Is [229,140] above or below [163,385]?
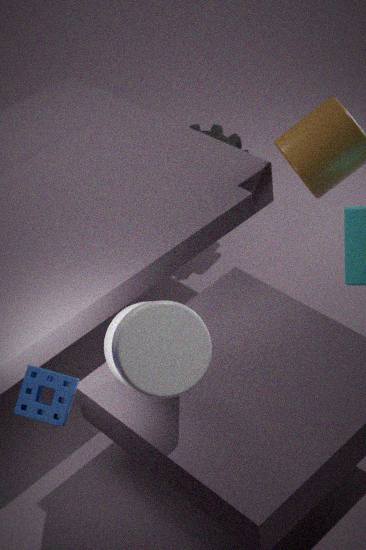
below
